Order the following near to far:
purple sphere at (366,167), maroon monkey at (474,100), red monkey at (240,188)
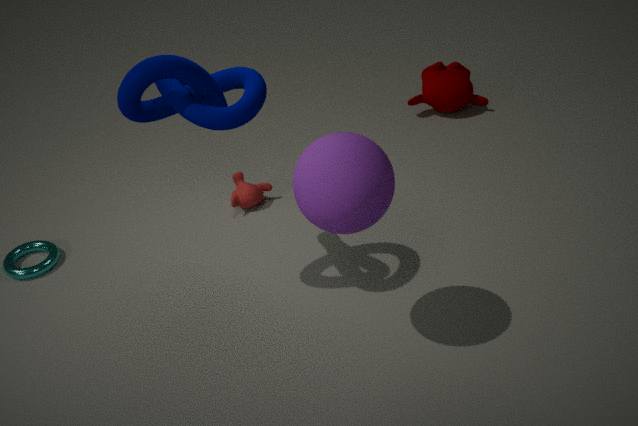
purple sphere at (366,167)
red monkey at (240,188)
maroon monkey at (474,100)
